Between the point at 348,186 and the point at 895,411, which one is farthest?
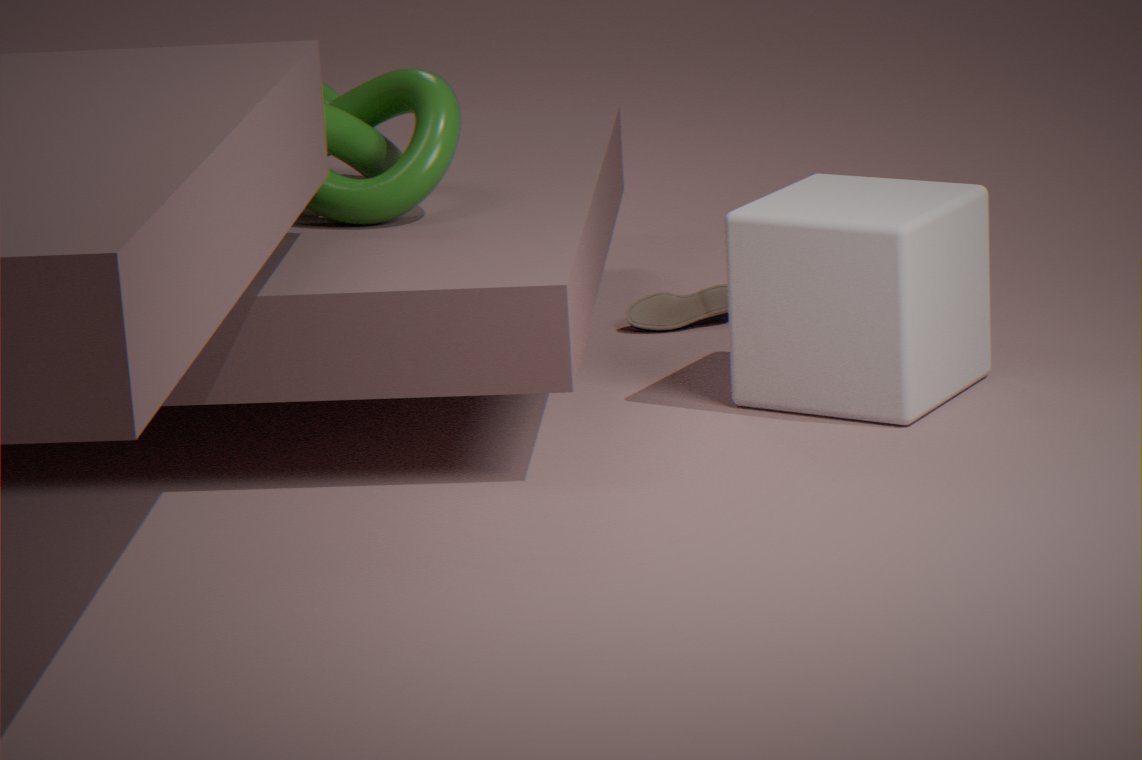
the point at 348,186
